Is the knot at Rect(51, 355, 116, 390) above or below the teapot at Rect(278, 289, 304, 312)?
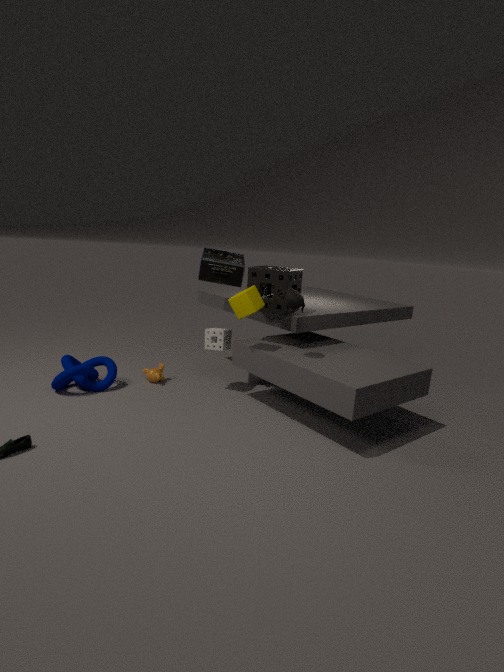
below
